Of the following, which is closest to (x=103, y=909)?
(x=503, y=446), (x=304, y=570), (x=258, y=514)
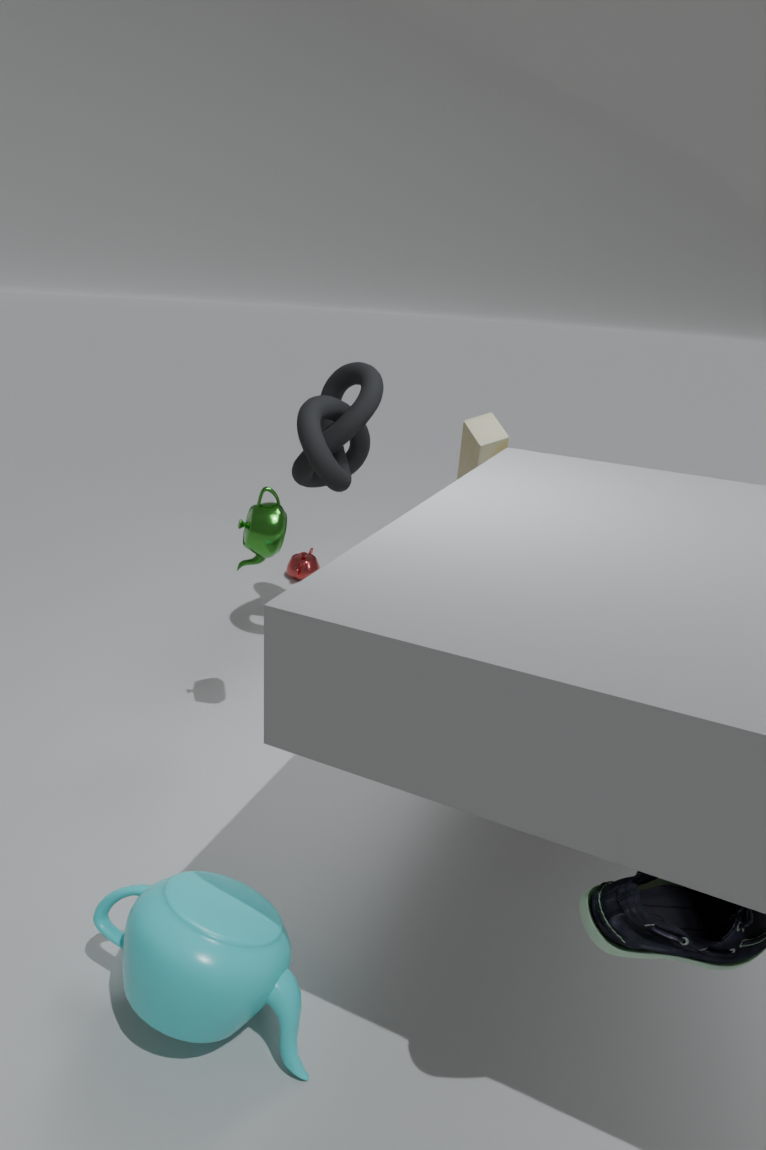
(x=258, y=514)
